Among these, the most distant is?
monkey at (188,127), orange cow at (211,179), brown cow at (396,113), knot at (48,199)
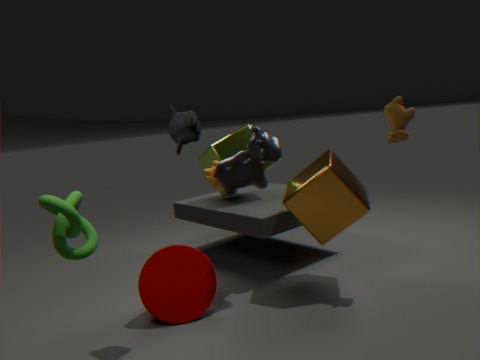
orange cow at (211,179)
